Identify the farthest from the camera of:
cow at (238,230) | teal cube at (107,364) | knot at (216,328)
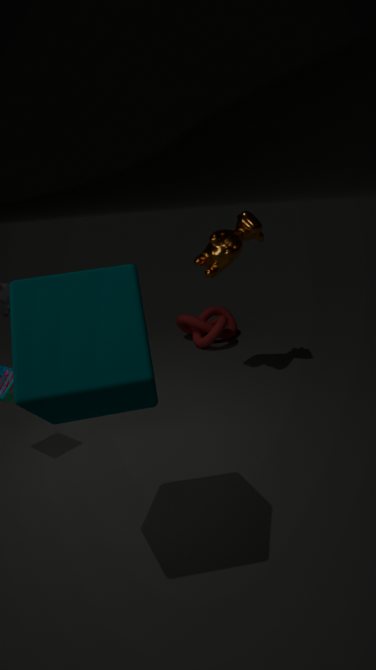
knot at (216,328)
